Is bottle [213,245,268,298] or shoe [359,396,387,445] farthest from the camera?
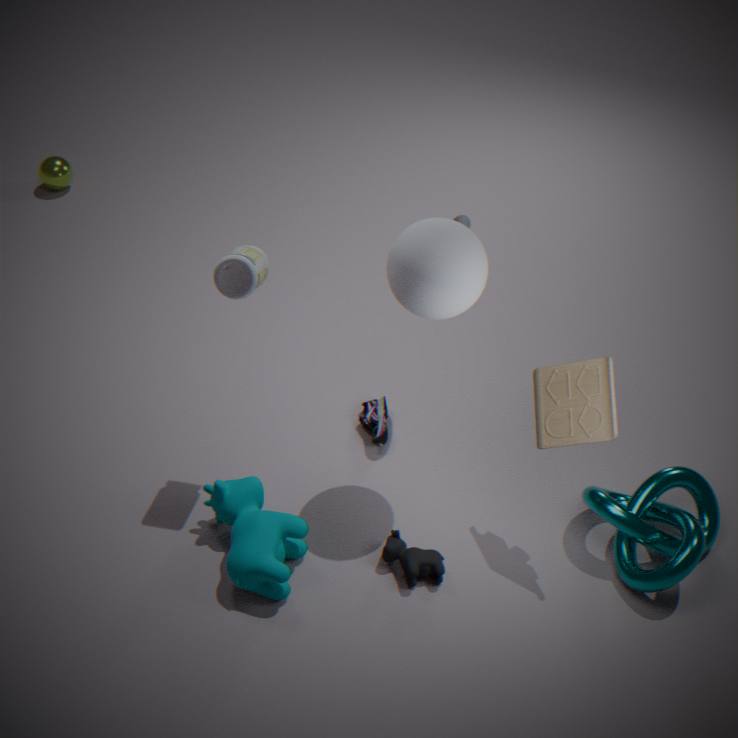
shoe [359,396,387,445]
